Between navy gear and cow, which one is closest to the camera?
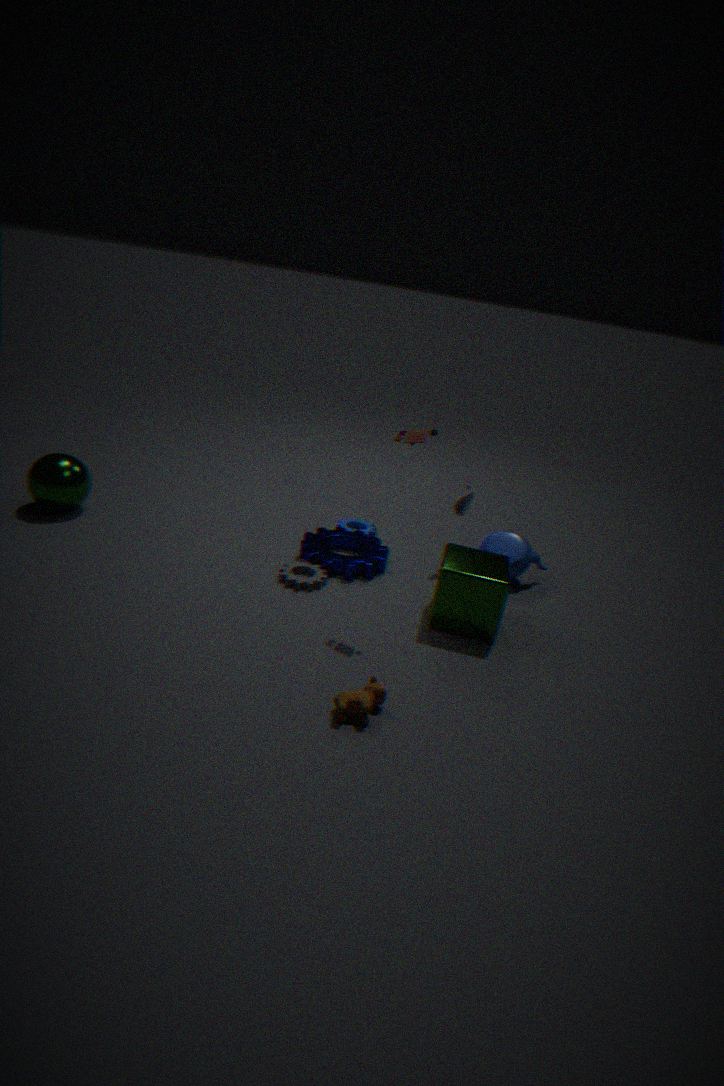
cow
